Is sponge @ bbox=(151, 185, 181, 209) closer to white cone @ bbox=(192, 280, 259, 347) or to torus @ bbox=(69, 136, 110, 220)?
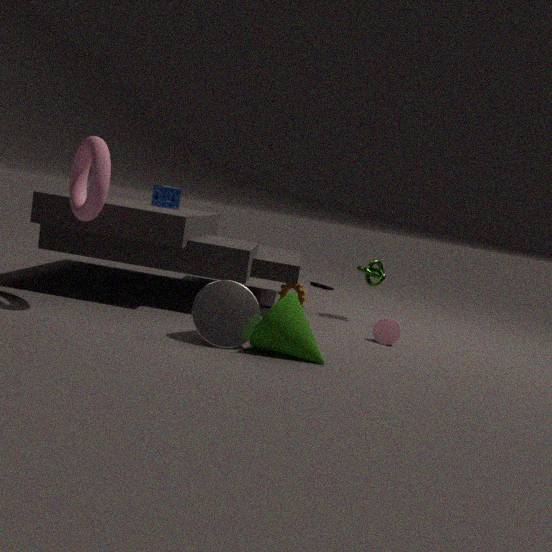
torus @ bbox=(69, 136, 110, 220)
